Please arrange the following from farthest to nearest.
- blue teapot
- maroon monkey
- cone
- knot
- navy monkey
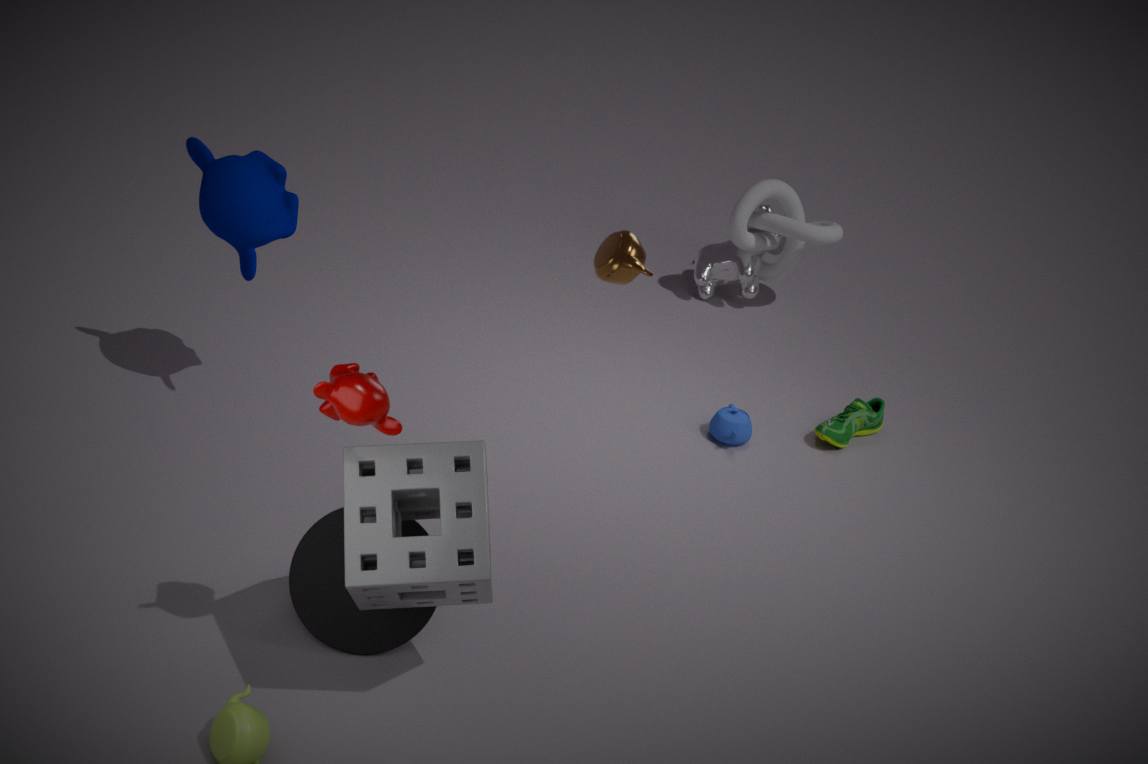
knot → blue teapot → navy monkey → cone → maroon monkey
